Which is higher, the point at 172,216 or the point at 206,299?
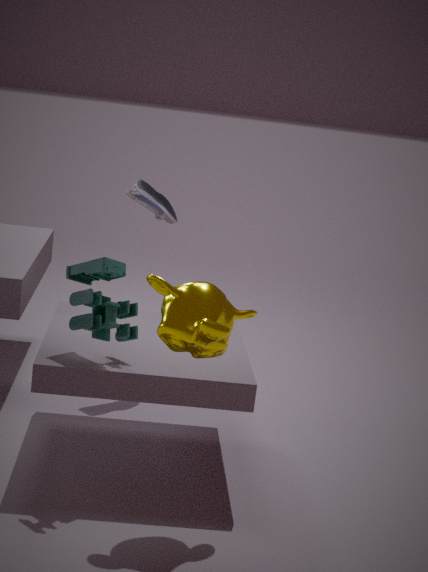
the point at 172,216
